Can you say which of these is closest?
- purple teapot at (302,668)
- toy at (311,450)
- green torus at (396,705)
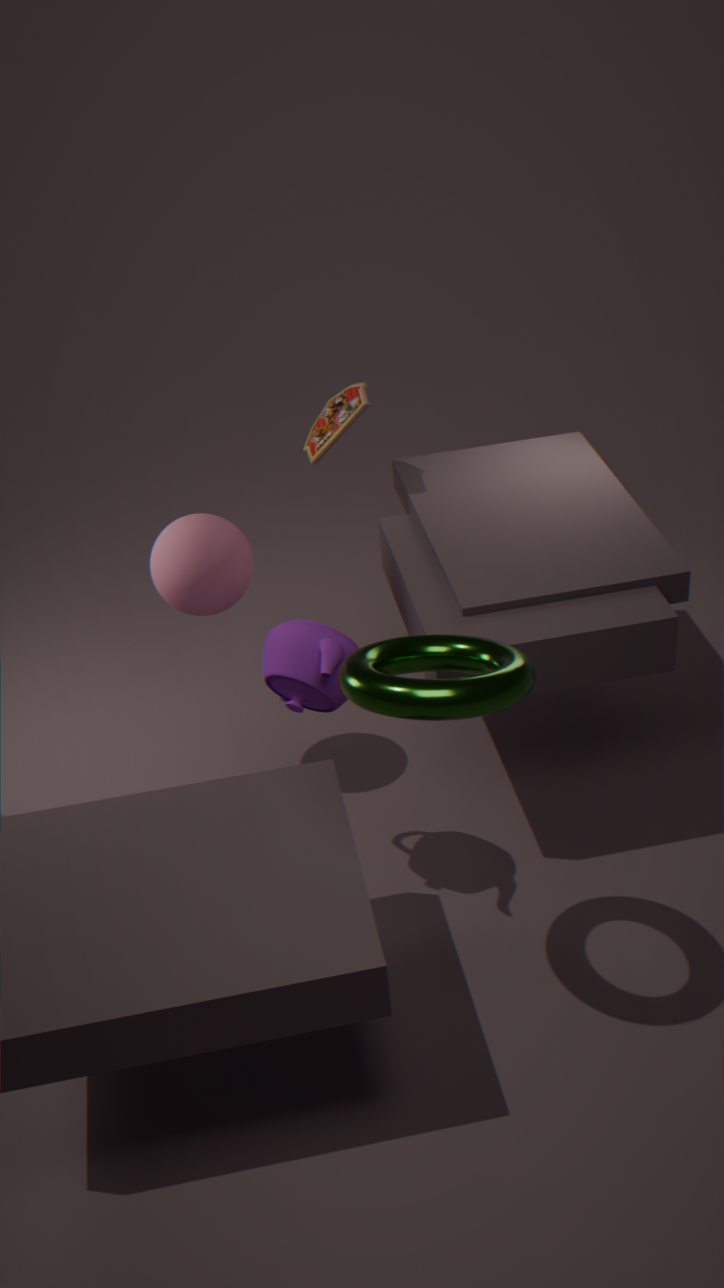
green torus at (396,705)
